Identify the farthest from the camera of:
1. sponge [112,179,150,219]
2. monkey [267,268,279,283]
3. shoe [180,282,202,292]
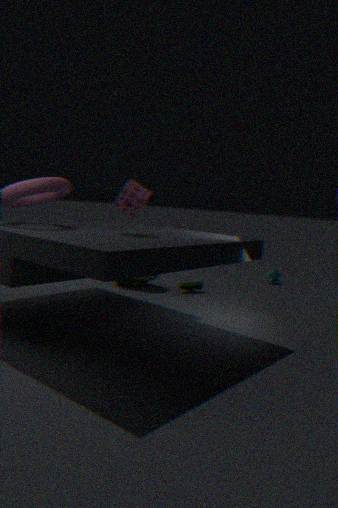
monkey [267,268,279,283]
